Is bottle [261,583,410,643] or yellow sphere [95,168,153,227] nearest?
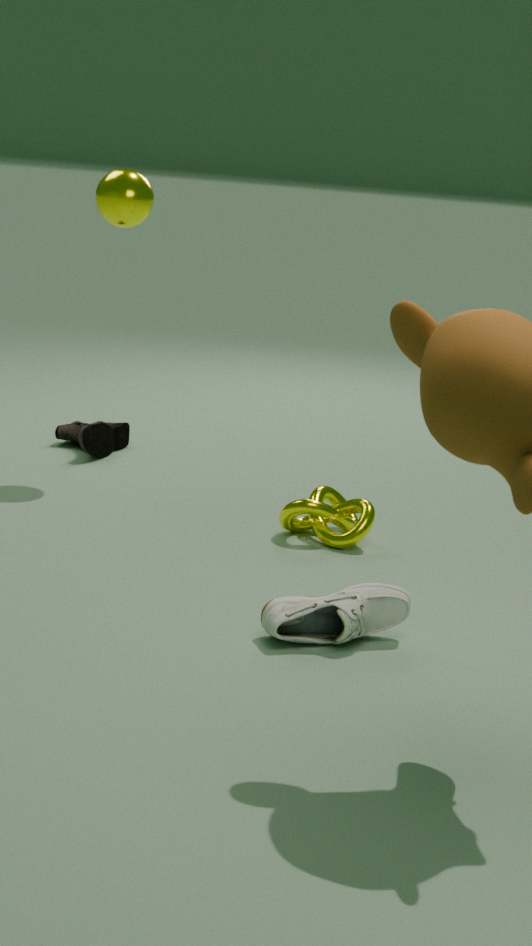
bottle [261,583,410,643]
